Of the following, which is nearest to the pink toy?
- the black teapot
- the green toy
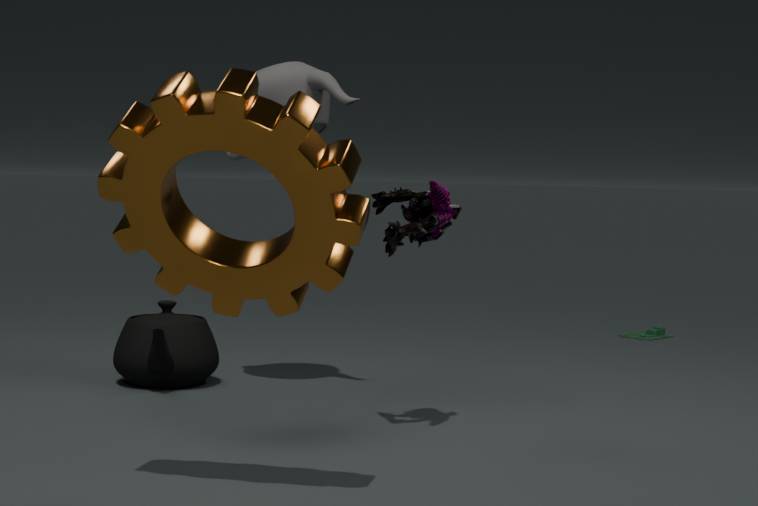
the black teapot
